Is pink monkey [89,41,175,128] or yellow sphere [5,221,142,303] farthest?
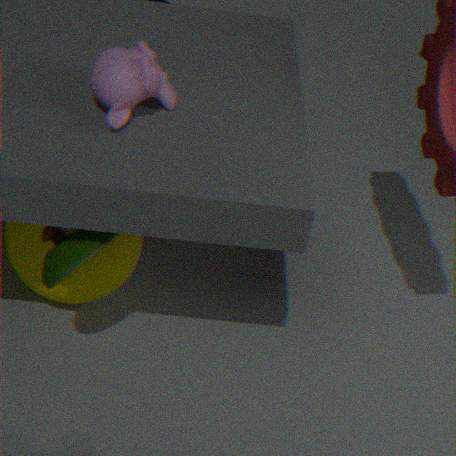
yellow sphere [5,221,142,303]
